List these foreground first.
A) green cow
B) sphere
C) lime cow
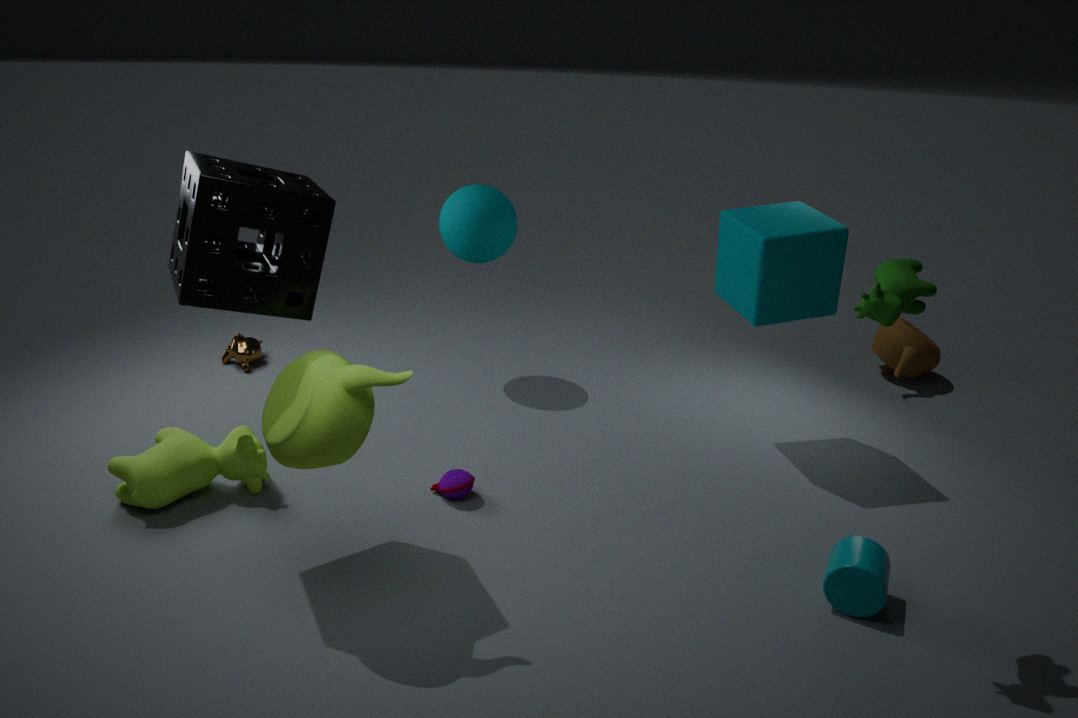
A. green cow, C. lime cow, B. sphere
